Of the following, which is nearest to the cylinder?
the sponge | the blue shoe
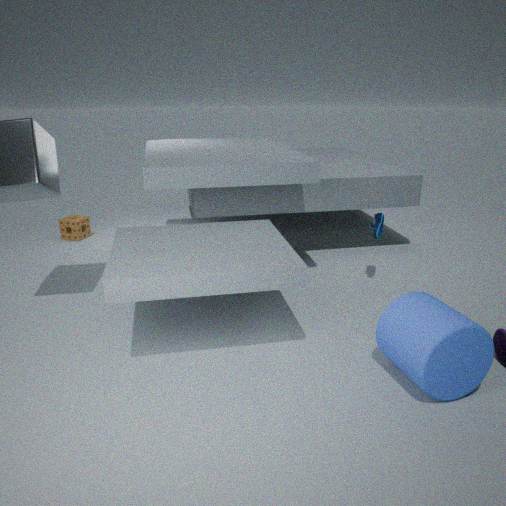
the blue shoe
